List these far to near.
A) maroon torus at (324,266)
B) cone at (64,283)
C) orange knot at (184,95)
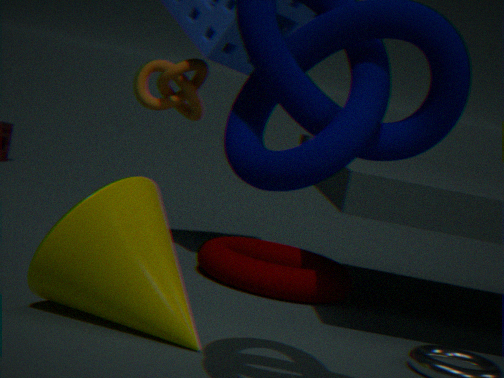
orange knot at (184,95) < maroon torus at (324,266) < cone at (64,283)
